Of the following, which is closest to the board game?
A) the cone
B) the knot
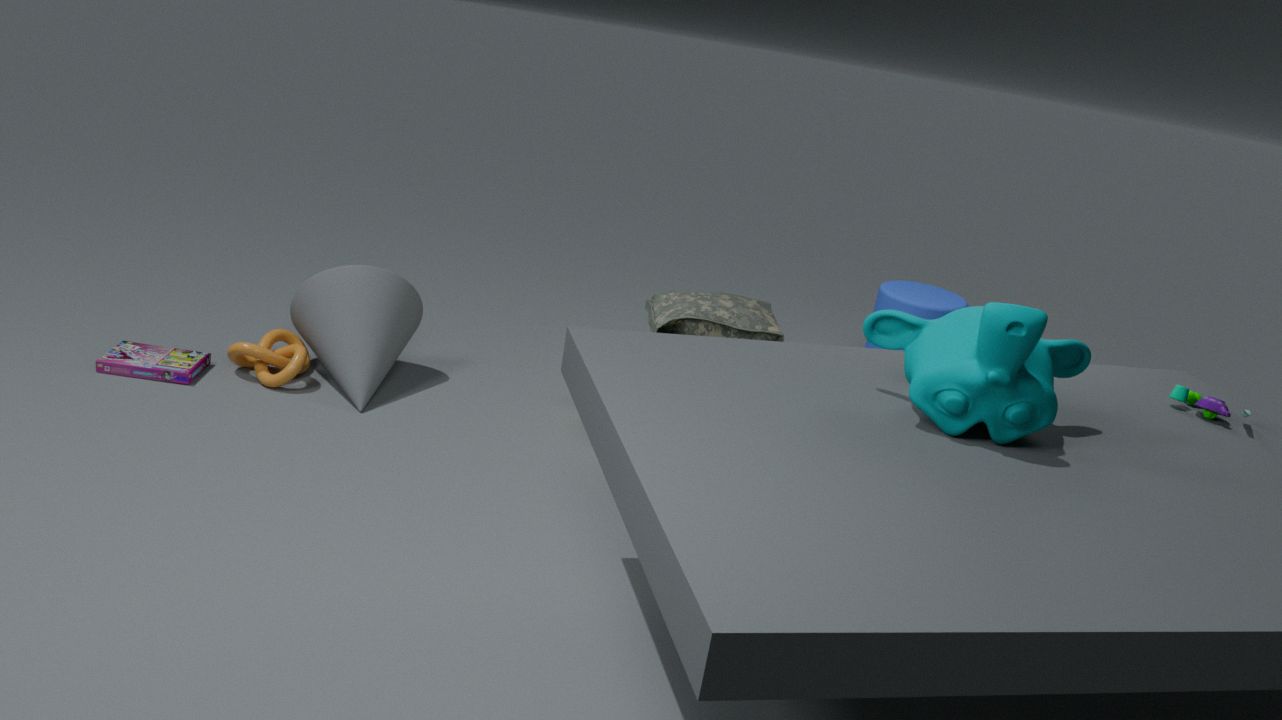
the knot
